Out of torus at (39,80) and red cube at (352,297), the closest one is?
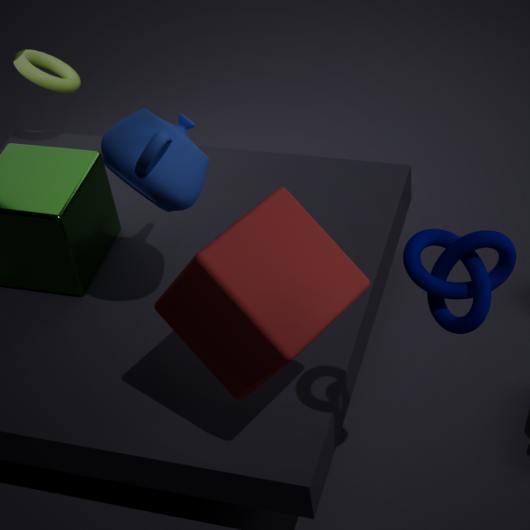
red cube at (352,297)
